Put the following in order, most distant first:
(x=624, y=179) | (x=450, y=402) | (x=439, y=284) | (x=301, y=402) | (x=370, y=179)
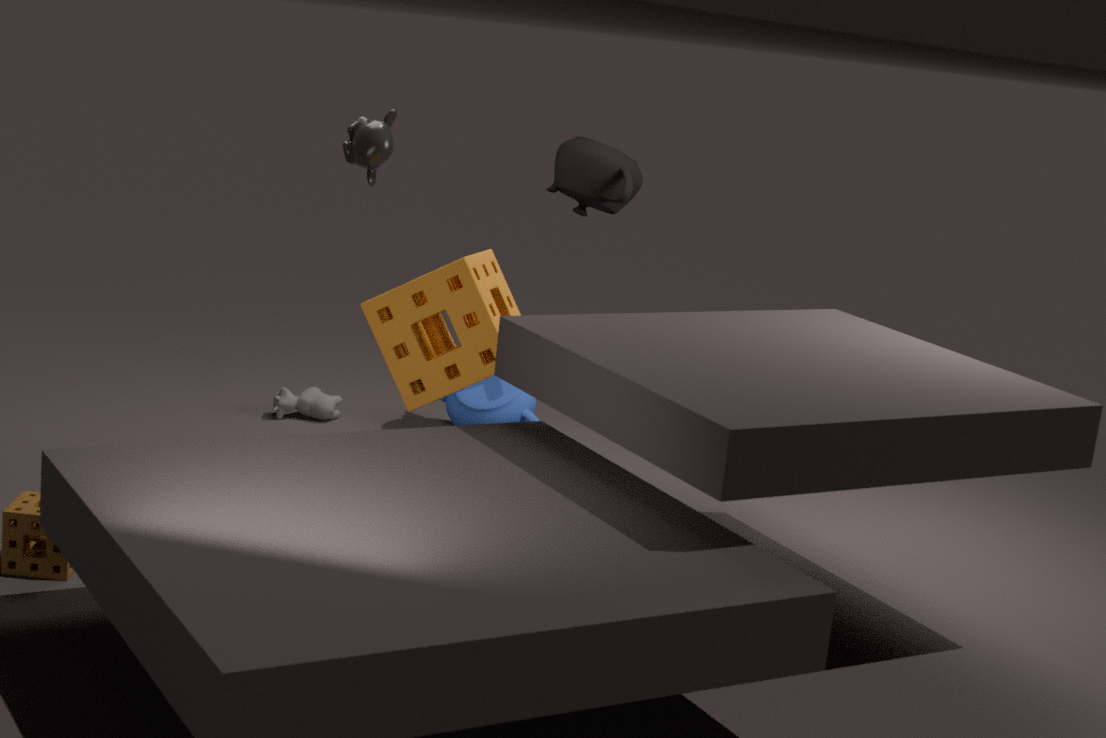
(x=301, y=402) → (x=450, y=402) → (x=624, y=179) → (x=370, y=179) → (x=439, y=284)
